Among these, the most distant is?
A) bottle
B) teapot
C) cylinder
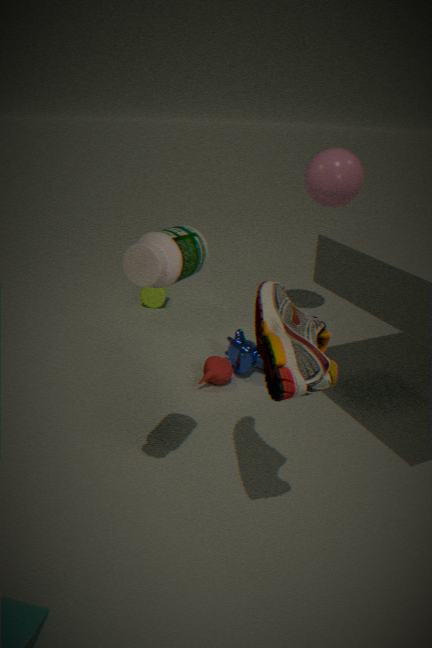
cylinder
